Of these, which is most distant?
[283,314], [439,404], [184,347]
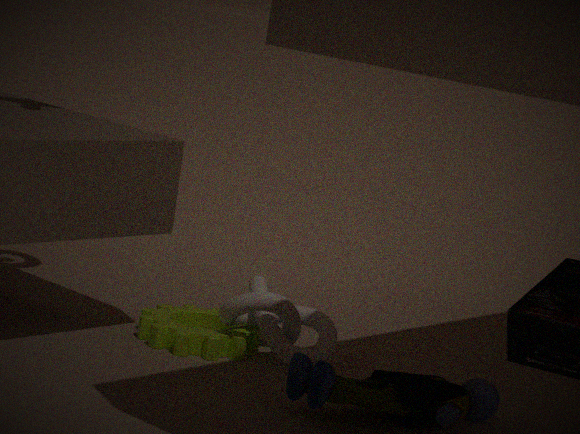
[283,314]
